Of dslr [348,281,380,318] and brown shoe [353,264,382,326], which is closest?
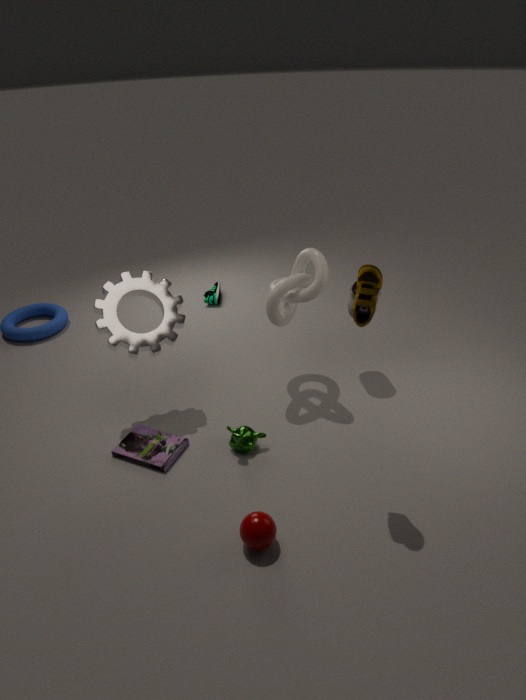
brown shoe [353,264,382,326]
